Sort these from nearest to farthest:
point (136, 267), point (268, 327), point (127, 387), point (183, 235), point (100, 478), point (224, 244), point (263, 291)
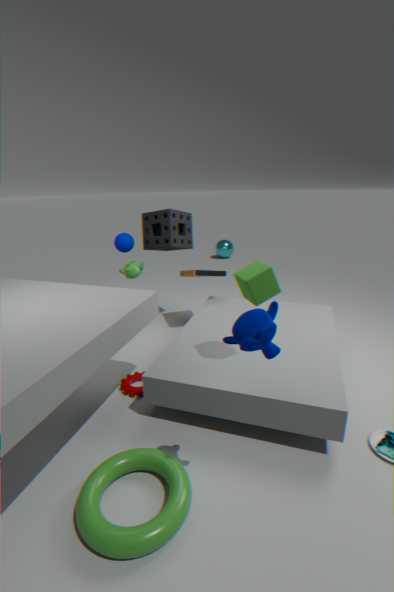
point (268, 327)
point (100, 478)
point (263, 291)
point (127, 387)
point (136, 267)
point (183, 235)
point (224, 244)
